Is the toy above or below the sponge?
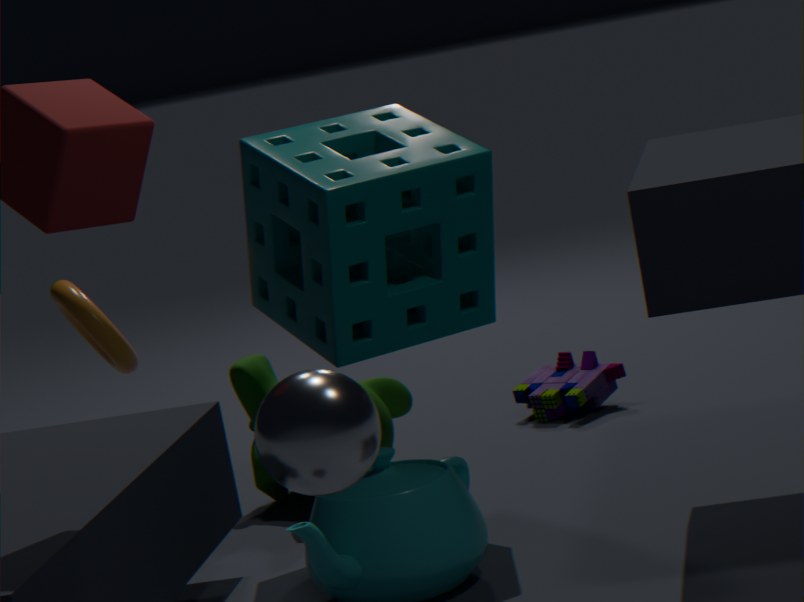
below
